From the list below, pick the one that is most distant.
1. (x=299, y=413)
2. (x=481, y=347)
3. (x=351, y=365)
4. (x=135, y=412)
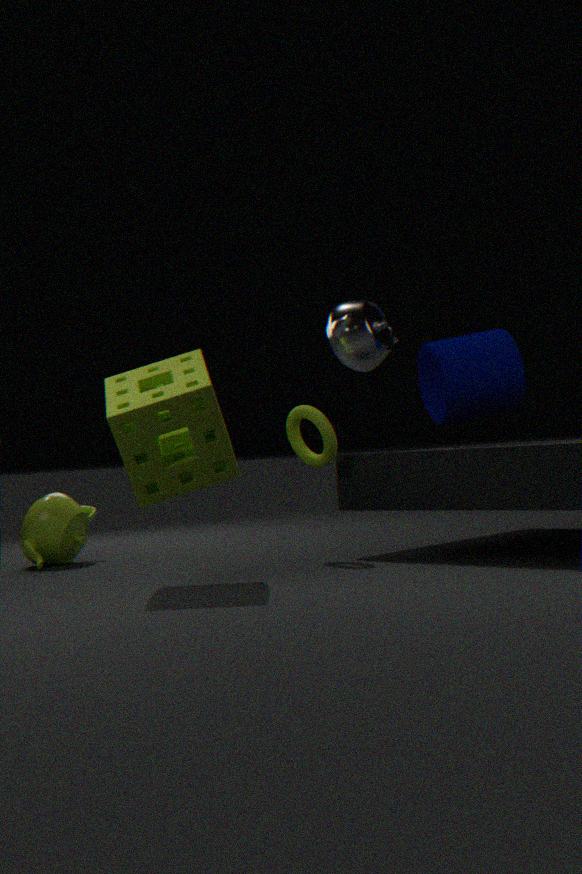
(x=351, y=365)
